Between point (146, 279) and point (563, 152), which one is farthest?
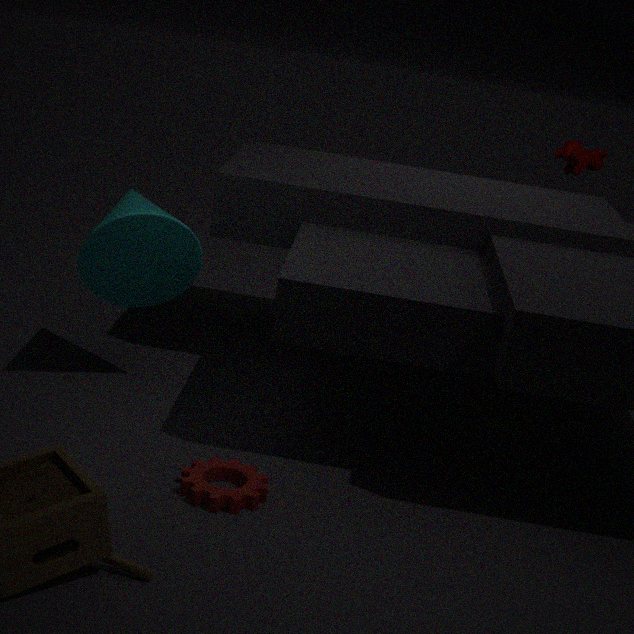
point (563, 152)
